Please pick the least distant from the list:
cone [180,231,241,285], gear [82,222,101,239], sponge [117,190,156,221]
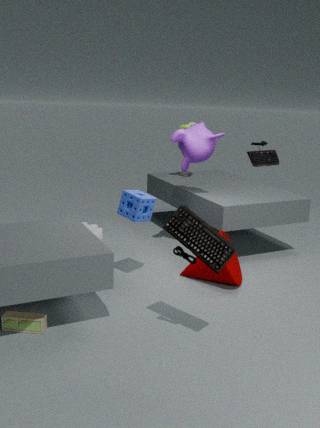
sponge [117,190,156,221]
